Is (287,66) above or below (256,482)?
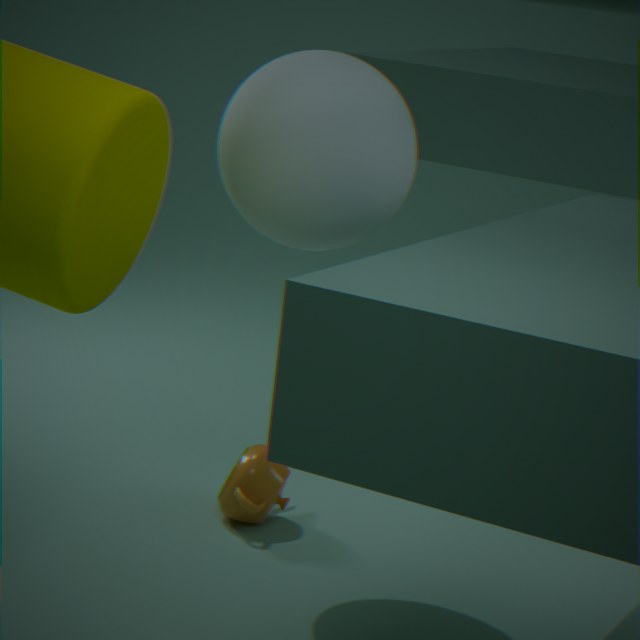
above
